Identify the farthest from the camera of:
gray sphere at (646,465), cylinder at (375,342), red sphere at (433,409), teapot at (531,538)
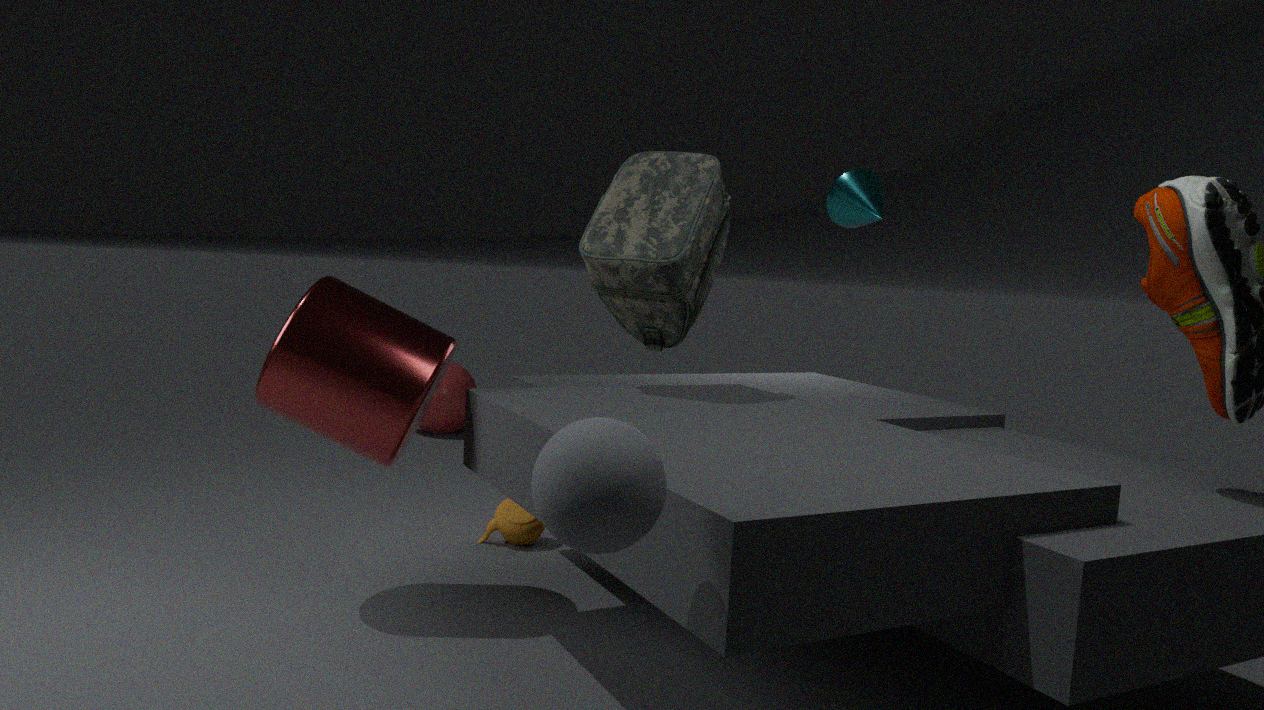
red sphere at (433,409)
